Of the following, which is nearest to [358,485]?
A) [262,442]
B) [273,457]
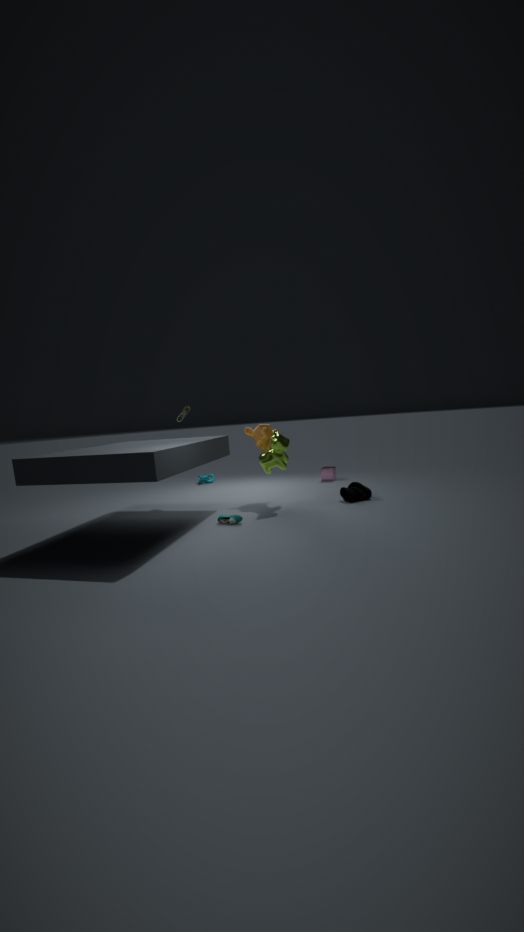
[273,457]
